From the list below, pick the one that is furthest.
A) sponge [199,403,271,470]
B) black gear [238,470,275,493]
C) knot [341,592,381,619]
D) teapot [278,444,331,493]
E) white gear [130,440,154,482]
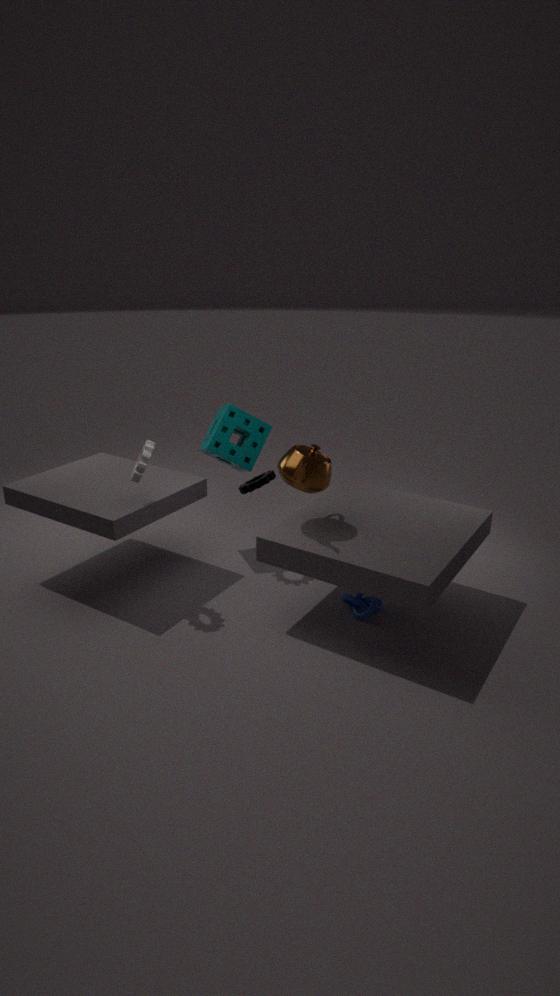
sponge [199,403,271,470]
